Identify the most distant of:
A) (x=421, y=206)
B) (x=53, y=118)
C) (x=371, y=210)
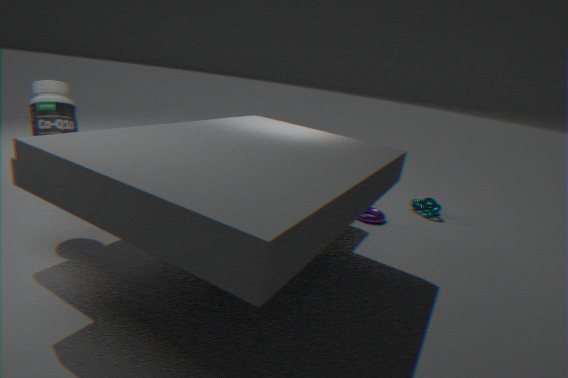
(x=421, y=206)
